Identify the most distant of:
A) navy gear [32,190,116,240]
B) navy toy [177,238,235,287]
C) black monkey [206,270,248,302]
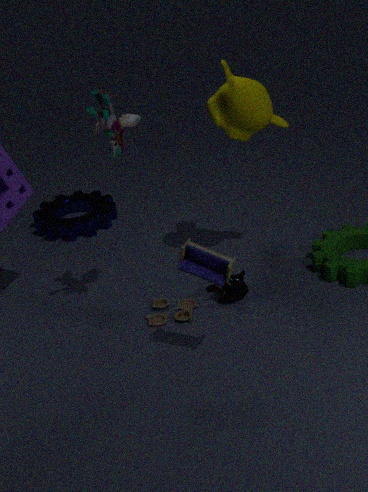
navy gear [32,190,116,240]
